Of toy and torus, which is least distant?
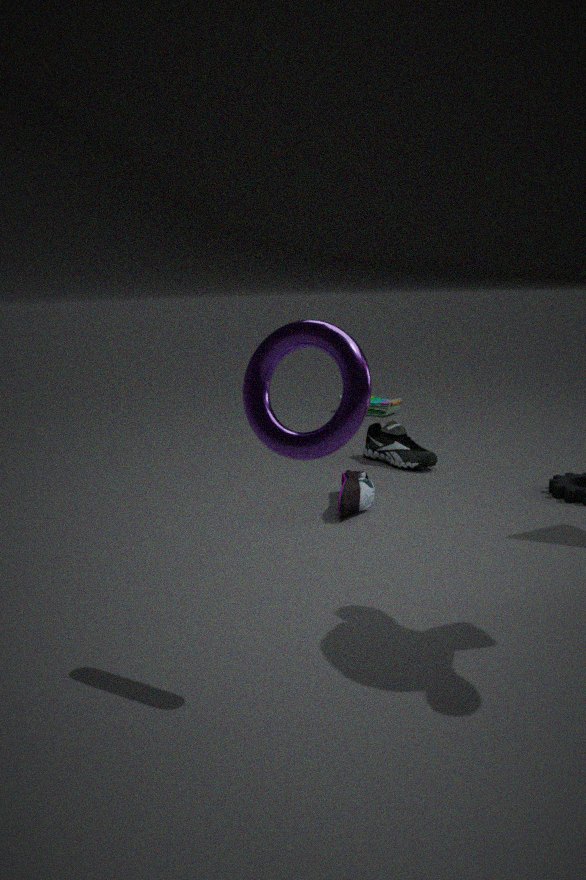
torus
